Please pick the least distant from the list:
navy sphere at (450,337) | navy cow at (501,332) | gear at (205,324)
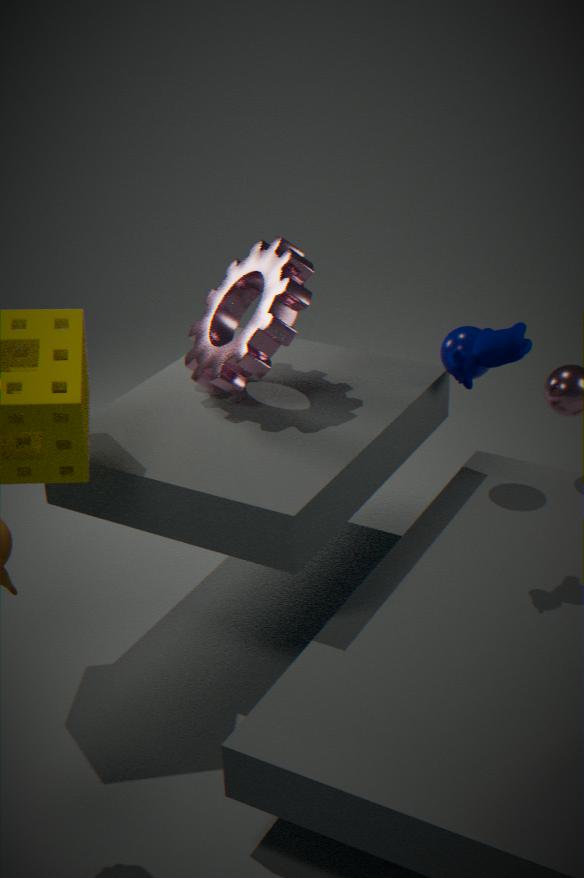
navy cow at (501,332)
